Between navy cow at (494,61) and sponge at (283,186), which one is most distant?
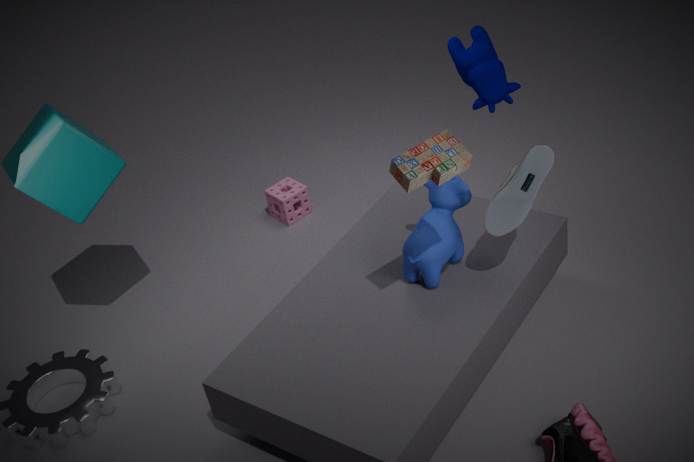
sponge at (283,186)
